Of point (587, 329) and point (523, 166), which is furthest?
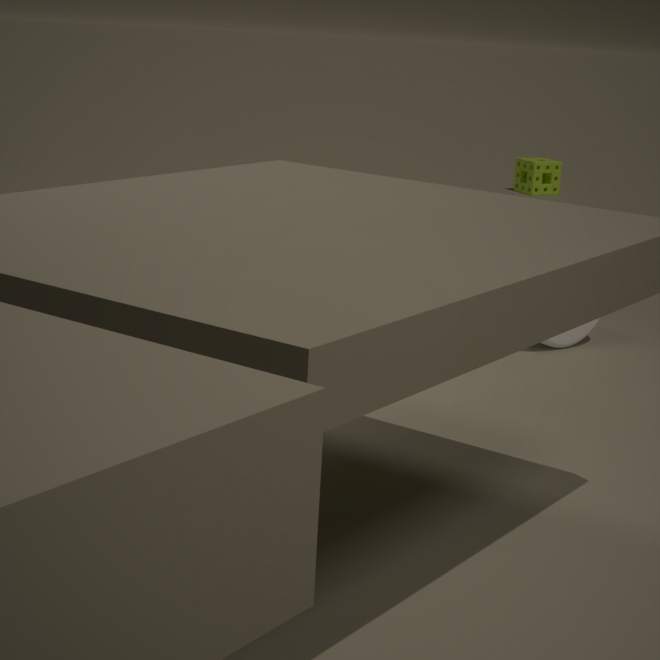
point (523, 166)
